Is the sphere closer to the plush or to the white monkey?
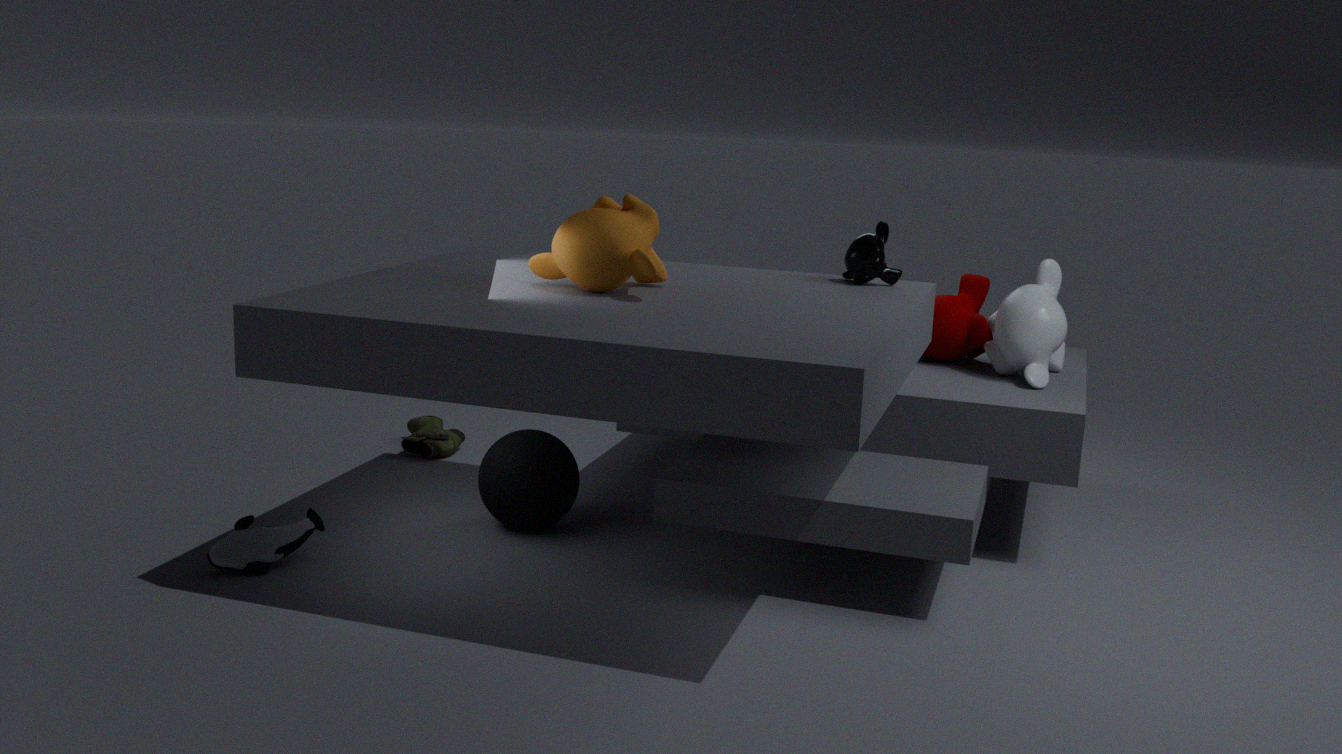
the plush
